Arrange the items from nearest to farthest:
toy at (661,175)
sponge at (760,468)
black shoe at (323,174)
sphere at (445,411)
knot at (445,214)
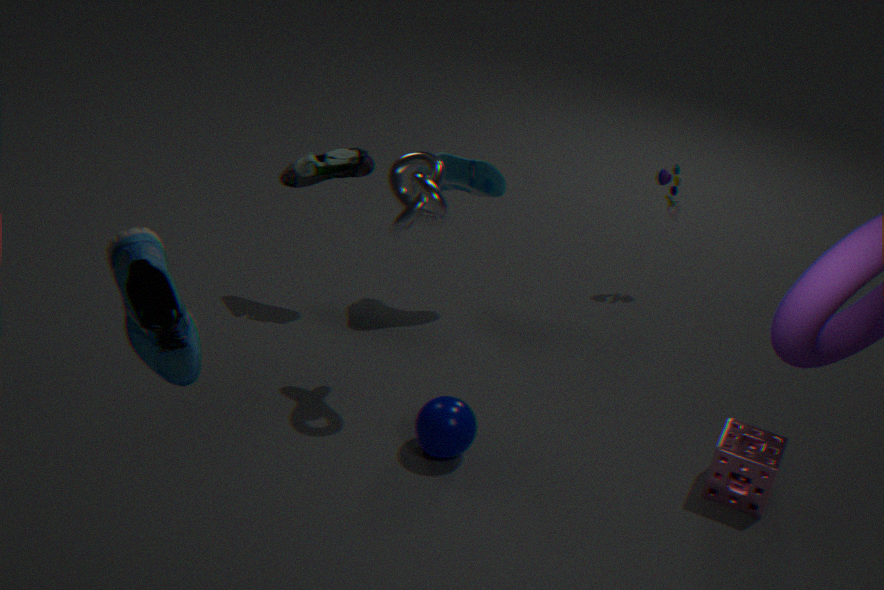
knot at (445,214), sphere at (445,411), sponge at (760,468), black shoe at (323,174), toy at (661,175)
